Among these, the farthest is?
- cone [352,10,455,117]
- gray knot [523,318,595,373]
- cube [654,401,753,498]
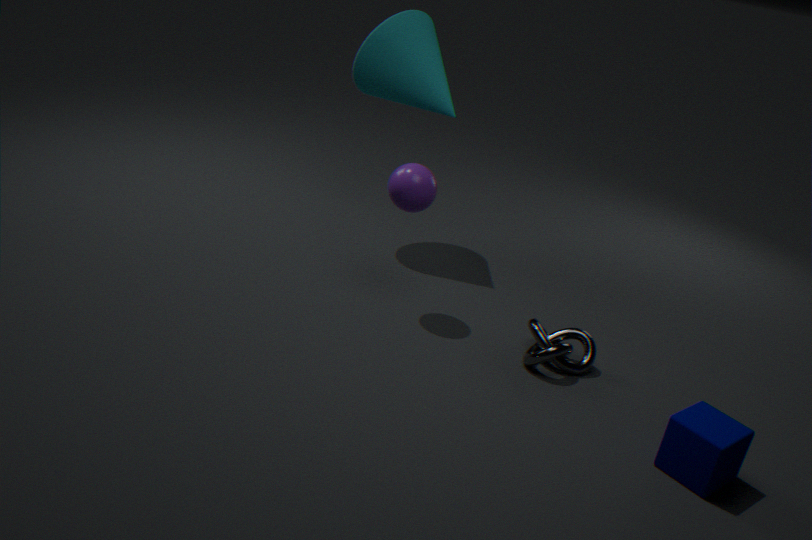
cone [352,10,455,117]
